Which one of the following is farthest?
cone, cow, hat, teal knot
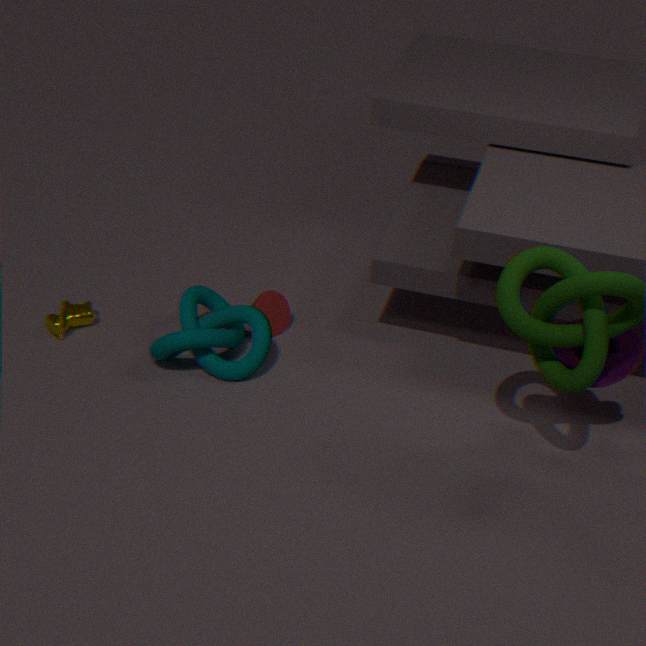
cone
